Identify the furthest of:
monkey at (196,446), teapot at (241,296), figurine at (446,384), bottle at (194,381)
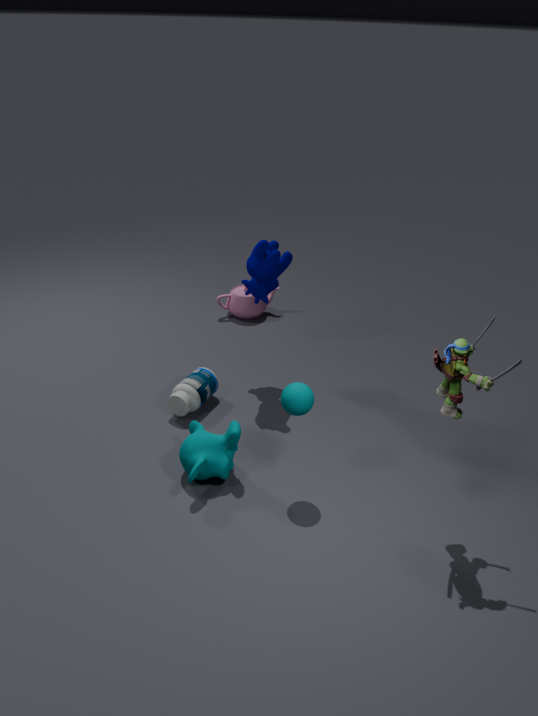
teapot at (241,296)
